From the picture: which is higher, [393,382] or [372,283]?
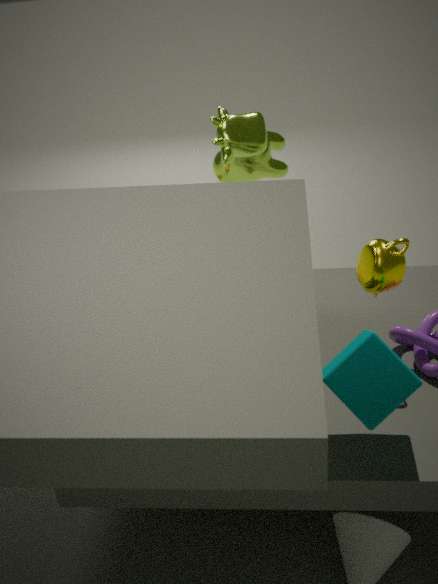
[372,283]
